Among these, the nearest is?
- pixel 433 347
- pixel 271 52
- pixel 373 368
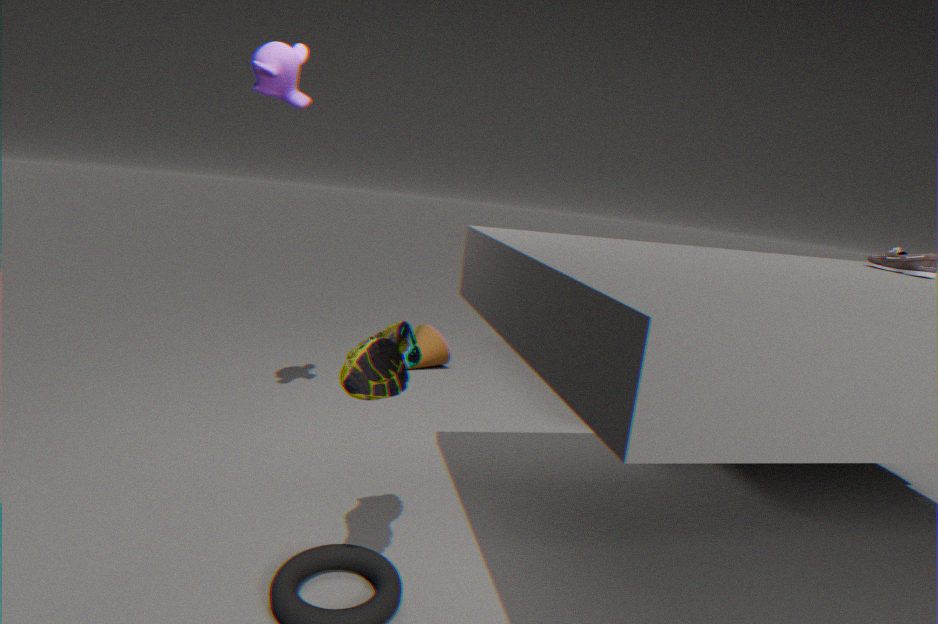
pixel 373 368
